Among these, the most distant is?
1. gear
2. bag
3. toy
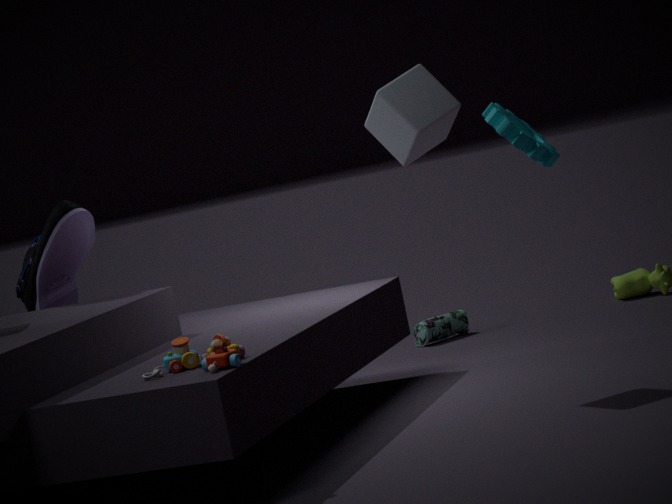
bag
